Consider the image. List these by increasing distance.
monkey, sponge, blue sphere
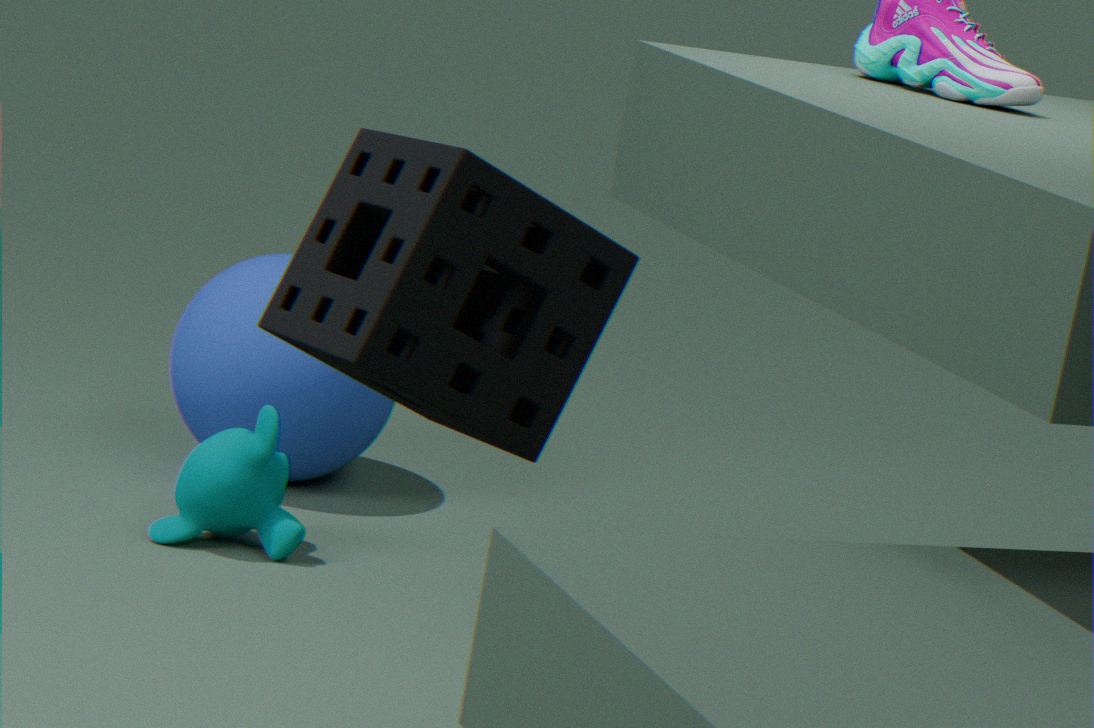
sponge → monkey → blue sphere
